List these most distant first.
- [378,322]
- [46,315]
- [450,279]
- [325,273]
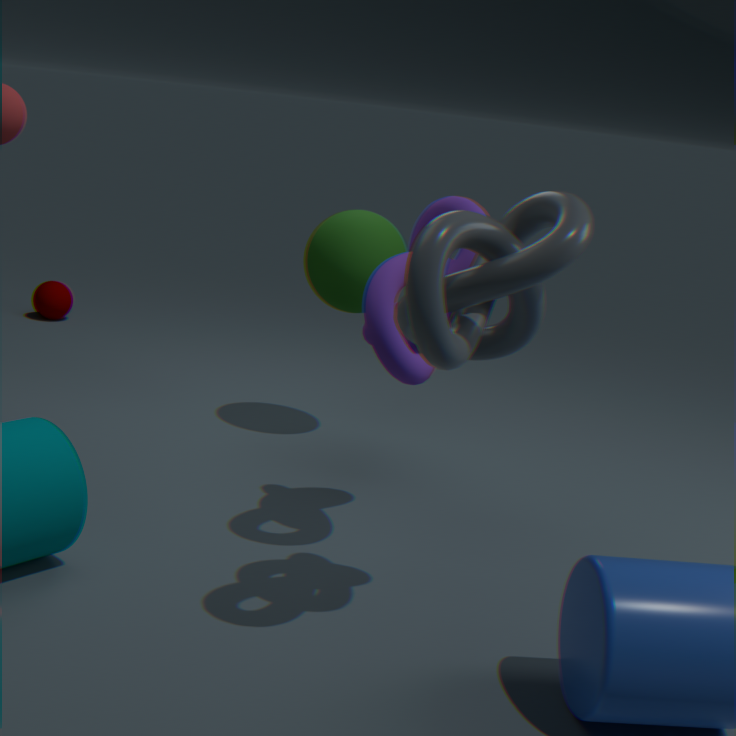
[46,315]
[325,273]
[378,322]
[450,279]
